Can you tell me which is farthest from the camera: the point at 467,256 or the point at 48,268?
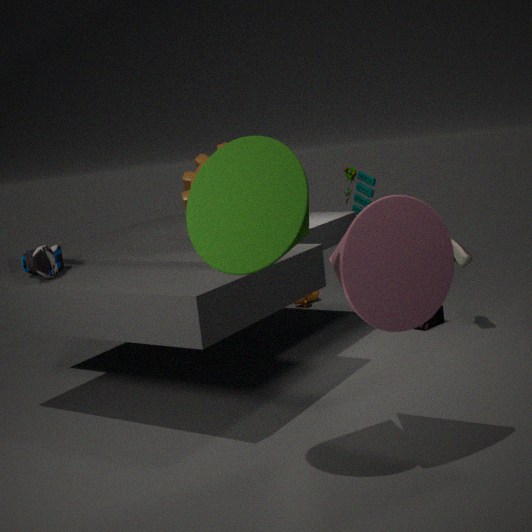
the point at 467,256
